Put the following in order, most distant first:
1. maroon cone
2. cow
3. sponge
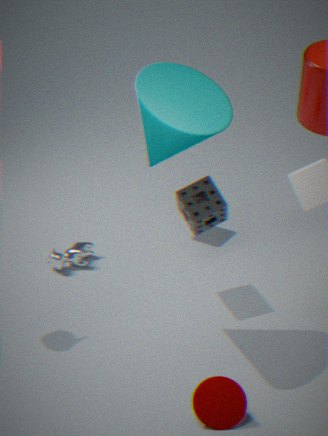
cow
sponge
maroon cone
